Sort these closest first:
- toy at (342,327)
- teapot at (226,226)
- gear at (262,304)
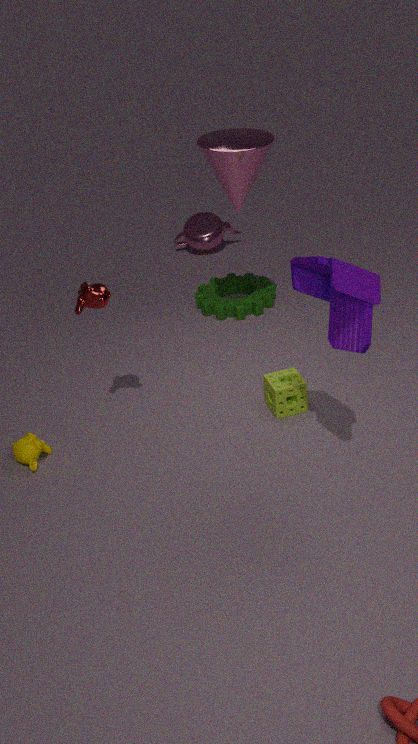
toy at (342,327) → gear at (262,304) → teapot at (226,226)
